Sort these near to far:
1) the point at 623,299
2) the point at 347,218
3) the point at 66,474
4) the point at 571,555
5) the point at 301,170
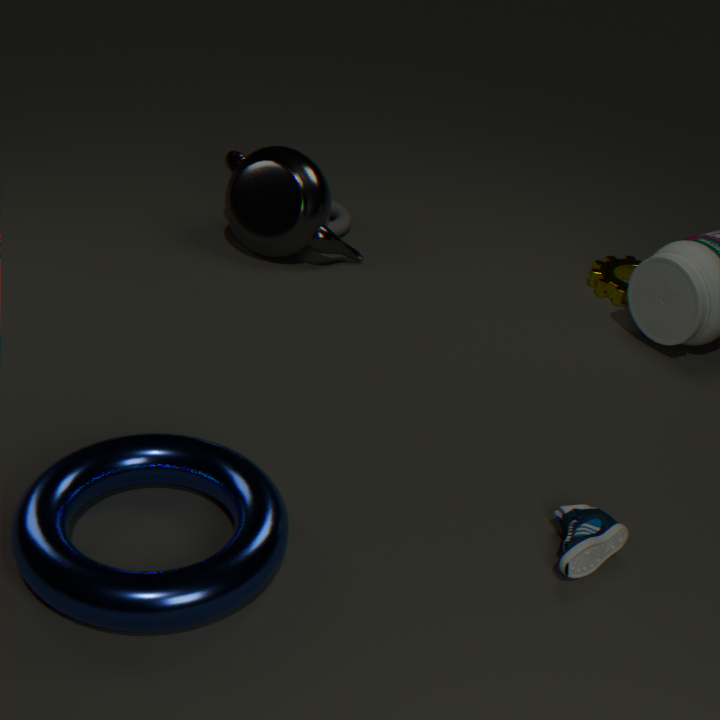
1. 4. the point at 571,555
2. 3. the point at 66,474
3. 5. the point at 301,170
4. 1. the point at 623,299
5. 2. the point at 347,218
